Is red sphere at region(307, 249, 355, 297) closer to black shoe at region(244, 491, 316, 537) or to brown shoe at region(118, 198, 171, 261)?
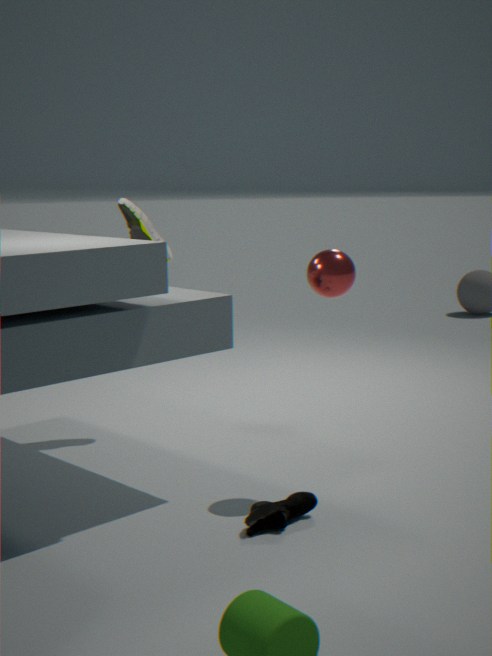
black shoe at region(244, 491, 316, 537)
